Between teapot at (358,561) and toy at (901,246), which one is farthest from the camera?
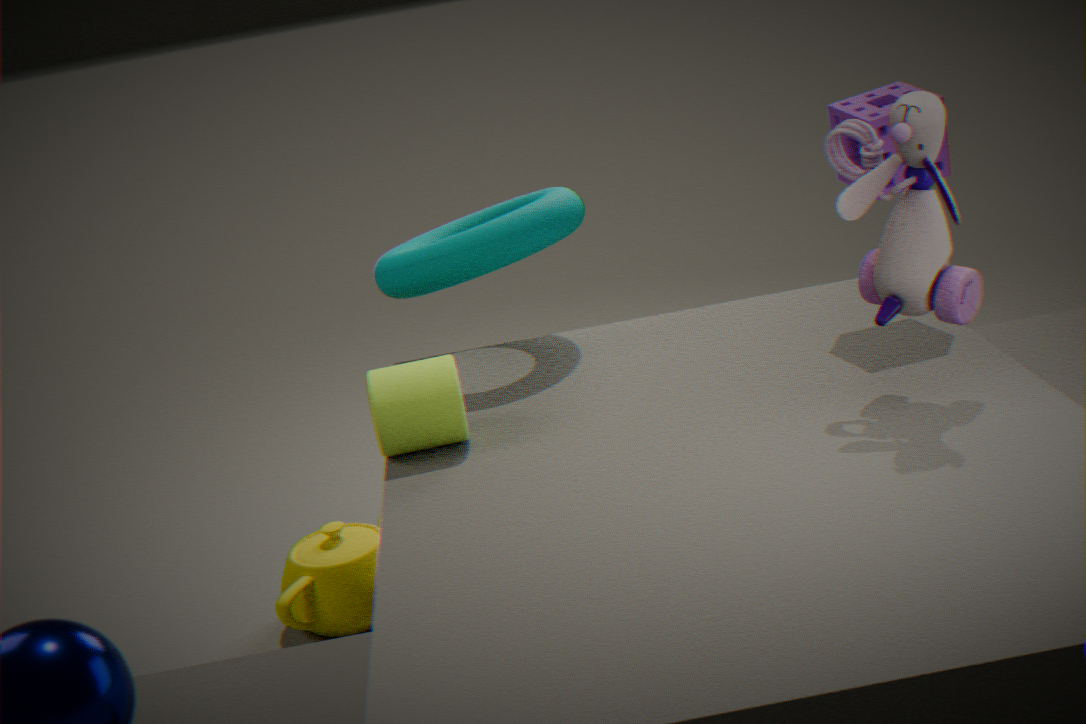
teapot at (358,561)
